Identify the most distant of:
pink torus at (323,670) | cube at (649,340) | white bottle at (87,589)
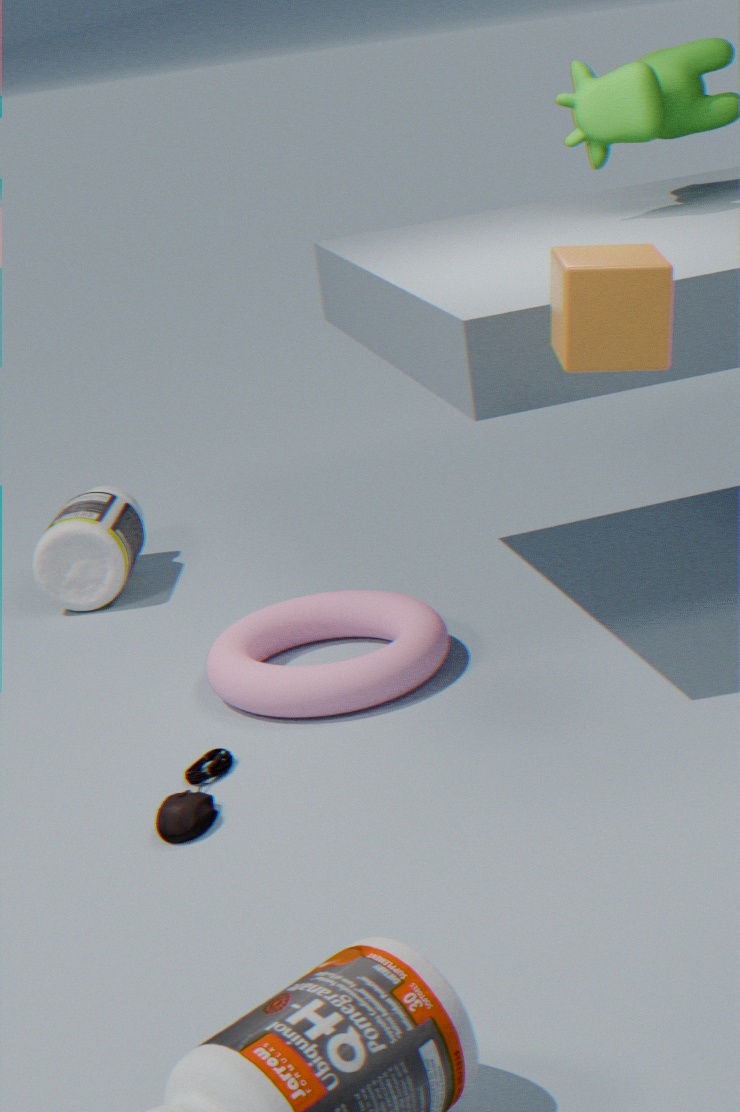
white bottle at (87,589)
